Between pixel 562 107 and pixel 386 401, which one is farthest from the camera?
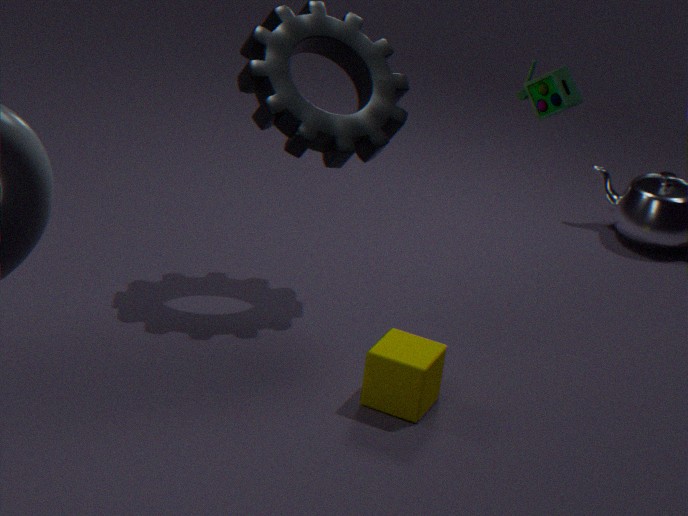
pixel 386 401
